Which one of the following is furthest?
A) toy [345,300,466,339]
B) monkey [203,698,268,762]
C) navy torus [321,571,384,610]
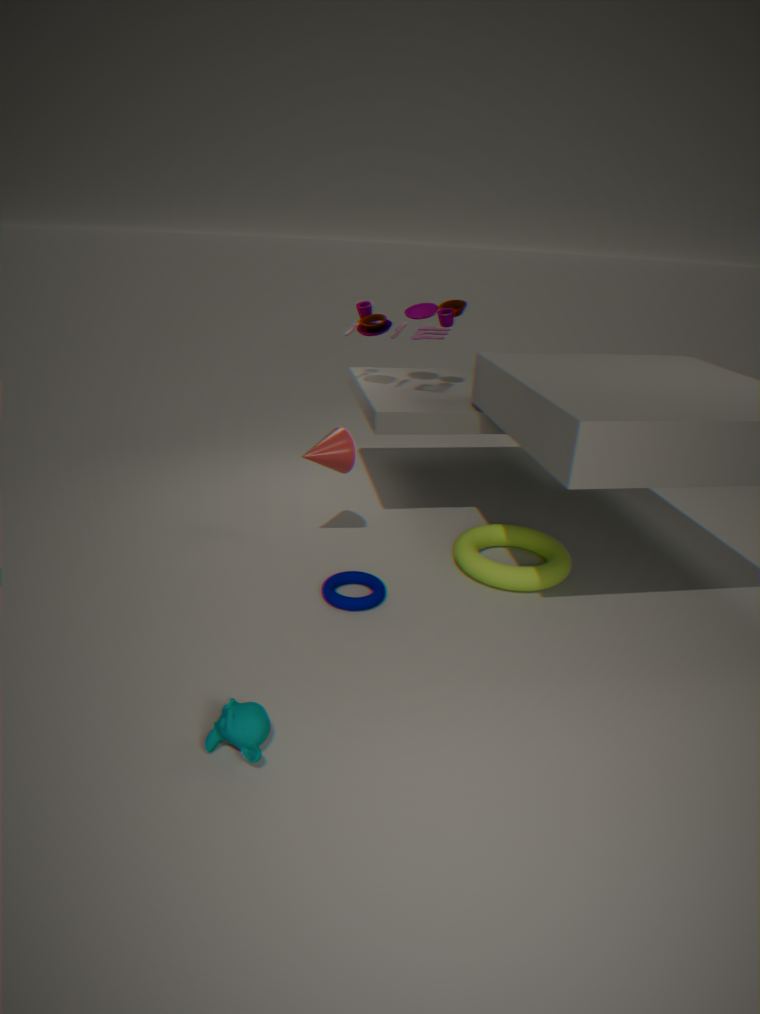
toy [345,300,466,339]
